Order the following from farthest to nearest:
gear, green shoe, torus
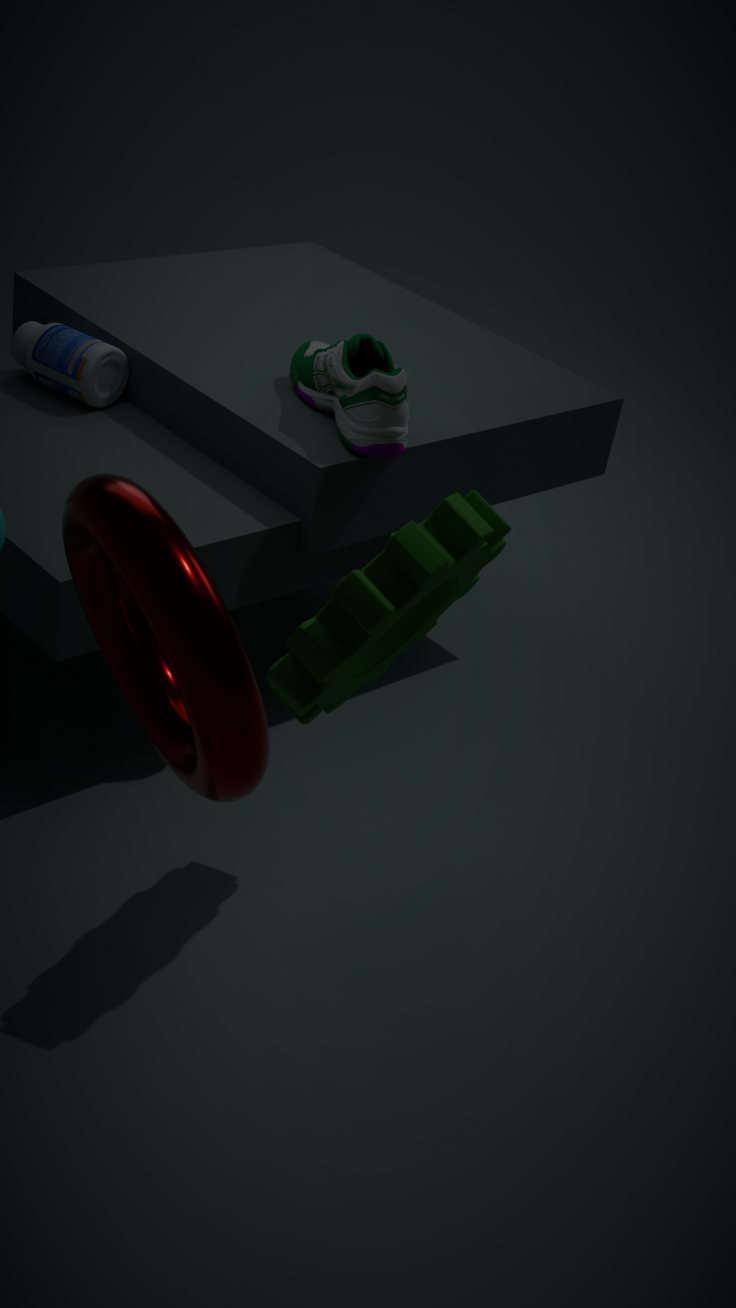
green shoe, gear, torus
